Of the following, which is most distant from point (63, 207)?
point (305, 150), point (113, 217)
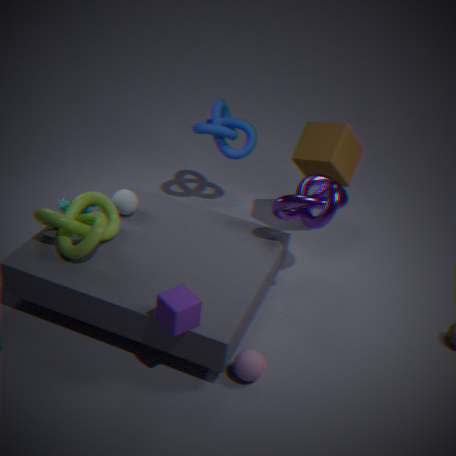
point (305, 150)
